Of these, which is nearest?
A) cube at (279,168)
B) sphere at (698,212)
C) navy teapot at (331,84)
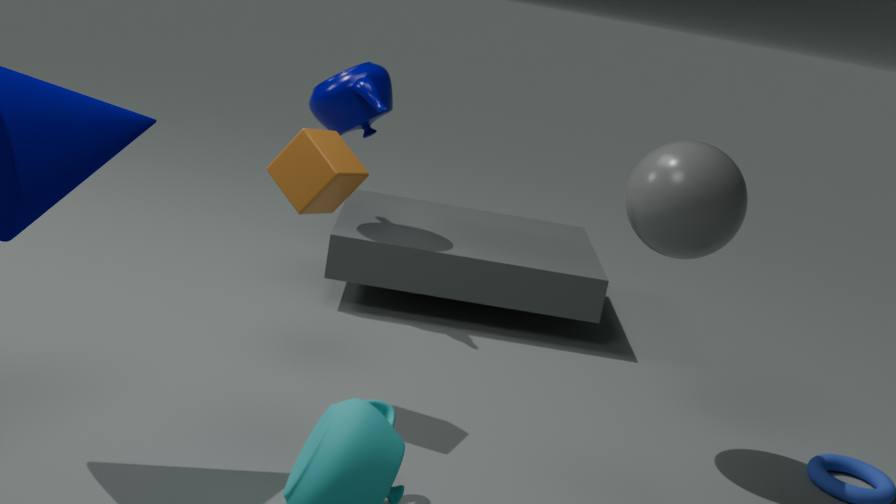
cube at (279,168)
